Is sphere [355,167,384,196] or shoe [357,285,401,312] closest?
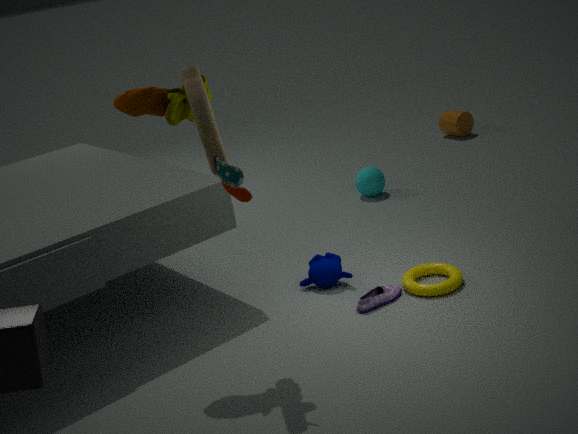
shoe [357,285,401,312]
